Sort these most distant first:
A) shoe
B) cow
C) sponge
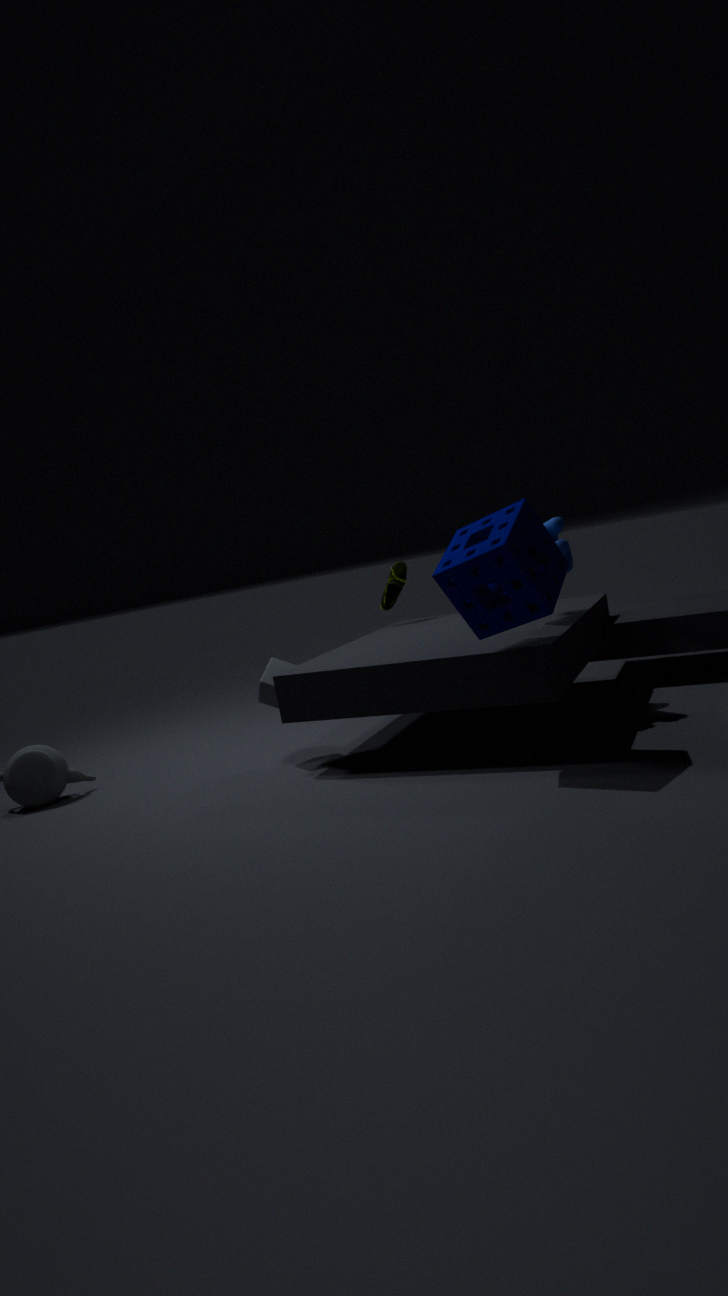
shoe < cow < sponge
